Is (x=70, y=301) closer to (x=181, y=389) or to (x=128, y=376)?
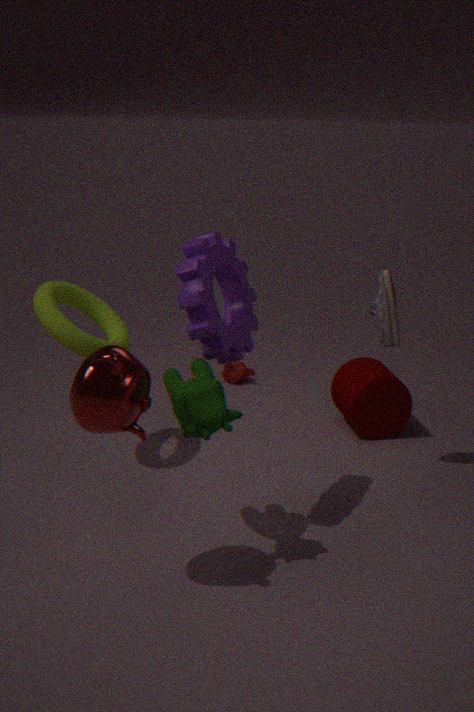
(x=181, y=389)
